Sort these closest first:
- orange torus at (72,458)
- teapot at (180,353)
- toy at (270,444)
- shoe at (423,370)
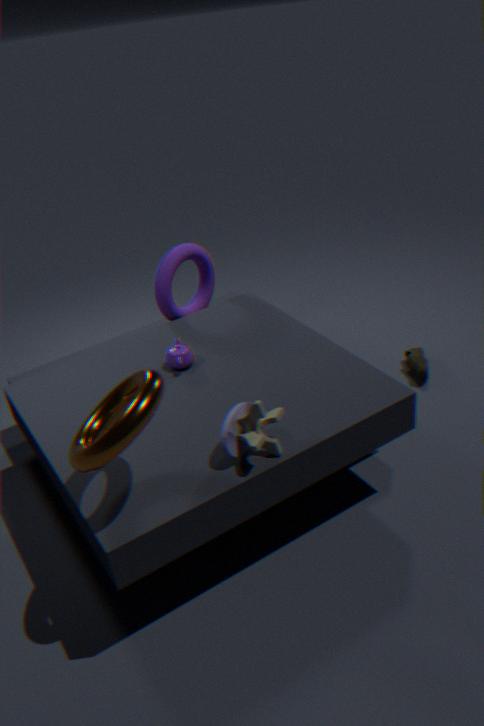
orange torus at (72,458) < toy at (270,444) < teapot at (180,353) < shoe at (423,370)
